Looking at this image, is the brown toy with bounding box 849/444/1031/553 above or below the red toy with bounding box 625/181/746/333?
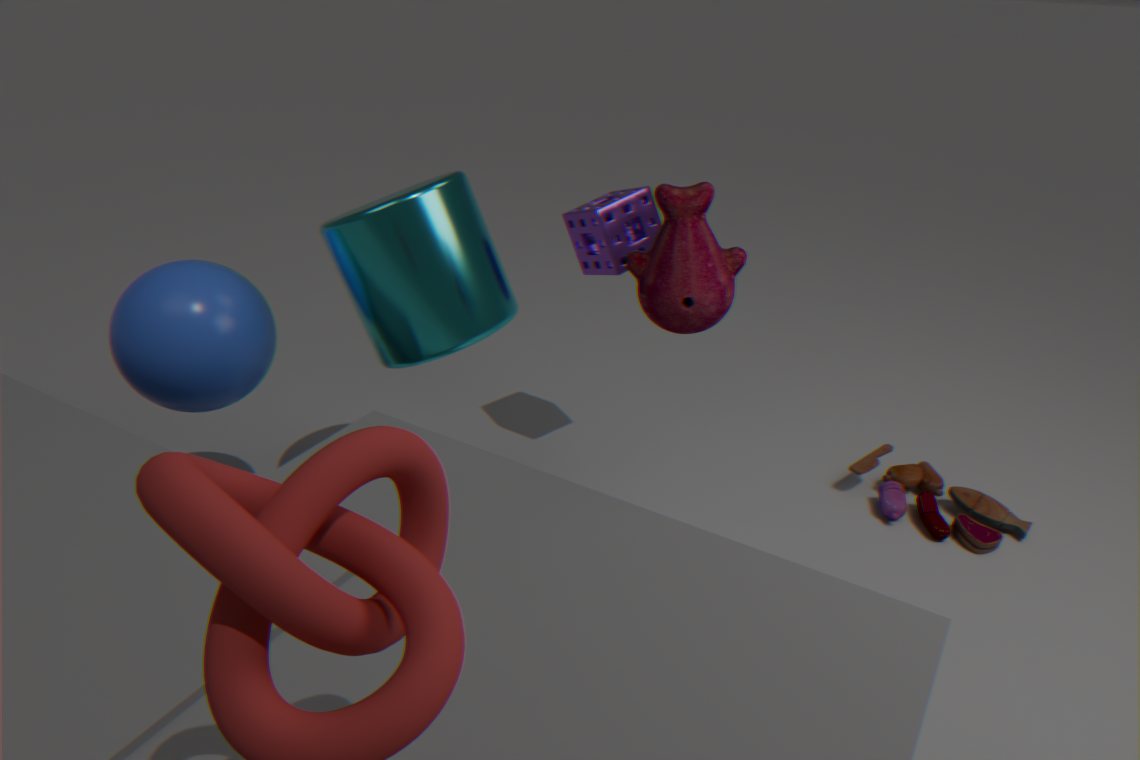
below
